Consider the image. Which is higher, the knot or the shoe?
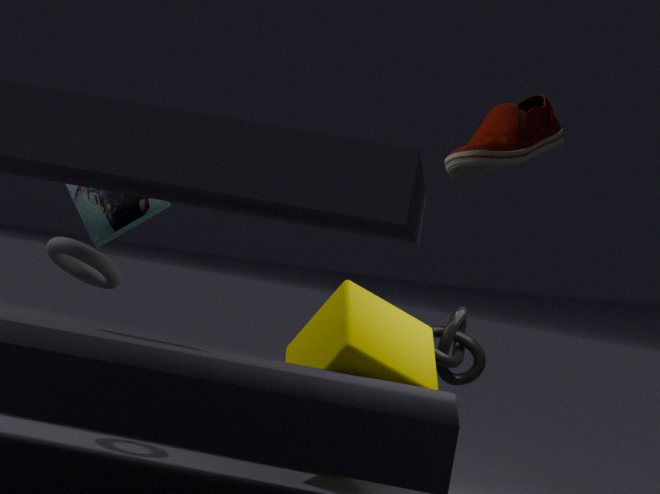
the shoe
